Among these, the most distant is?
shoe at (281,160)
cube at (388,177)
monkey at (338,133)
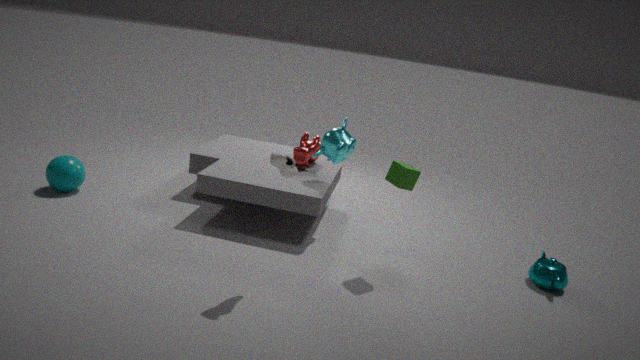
monkey at (338,133)
